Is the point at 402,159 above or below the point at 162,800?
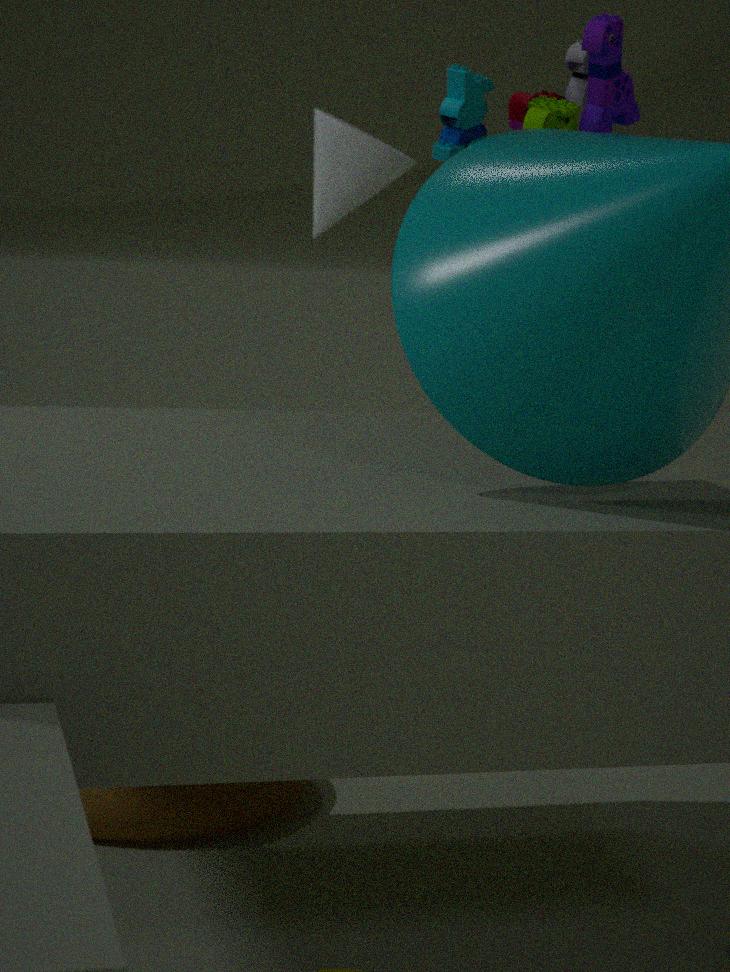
above
